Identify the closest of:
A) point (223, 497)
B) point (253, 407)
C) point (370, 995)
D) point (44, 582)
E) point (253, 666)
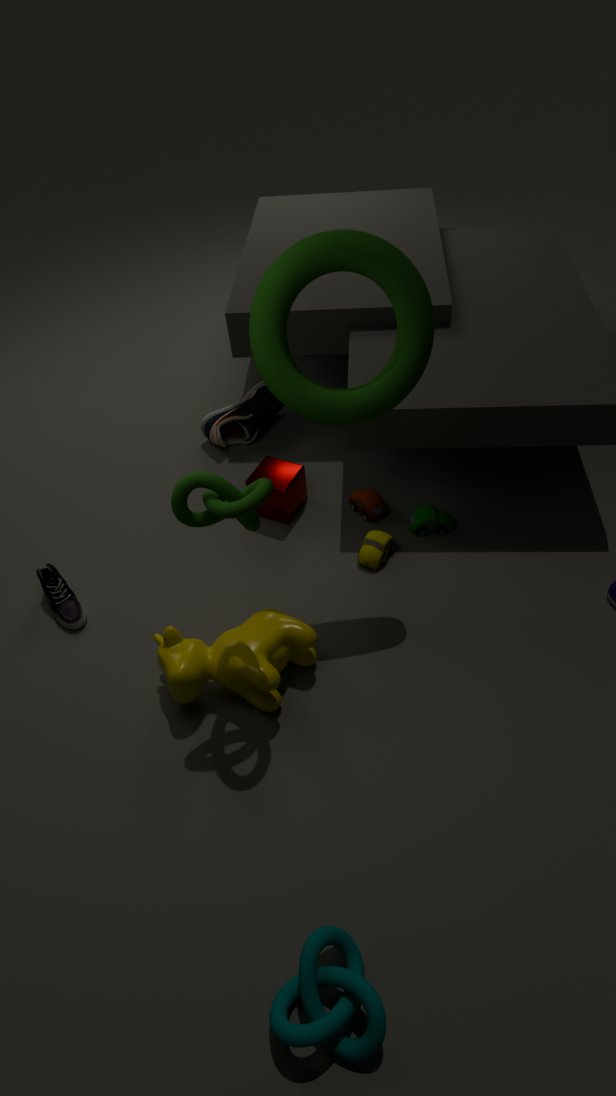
point (370, 995)
